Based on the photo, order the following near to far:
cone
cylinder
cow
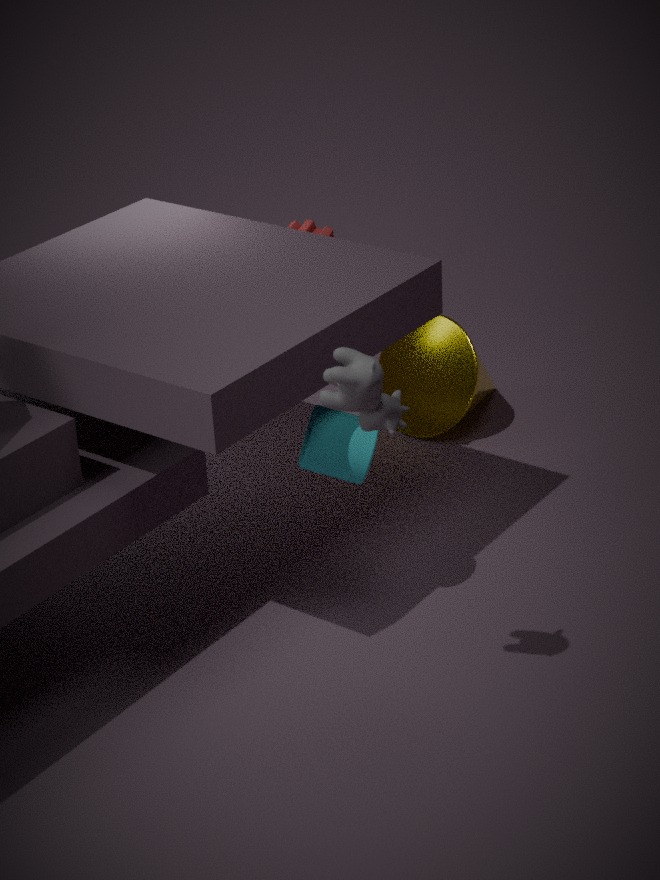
1. cow
2. cylinder
3. cone
